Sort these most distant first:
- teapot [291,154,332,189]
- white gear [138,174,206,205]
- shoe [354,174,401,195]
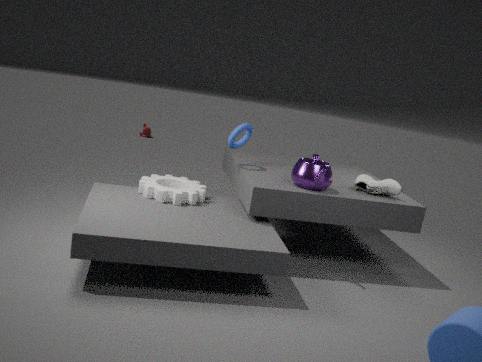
shoe [354,174,401,195]
white gear [138,174,206,205]
teapot [291,154,332,189]
